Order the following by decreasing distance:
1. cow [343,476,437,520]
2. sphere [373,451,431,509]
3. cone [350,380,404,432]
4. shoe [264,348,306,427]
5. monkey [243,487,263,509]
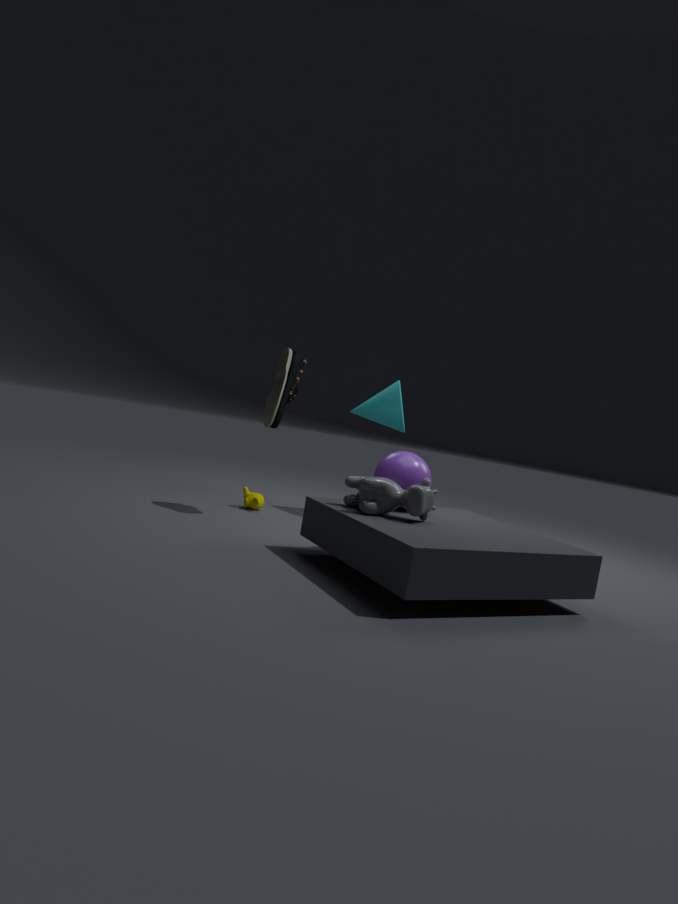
cone [350,380,404,432], monkey [243,487,263,509], shoe [264,348,306,427], sphere [373,451,431,509], cow [343,476,437,520]
